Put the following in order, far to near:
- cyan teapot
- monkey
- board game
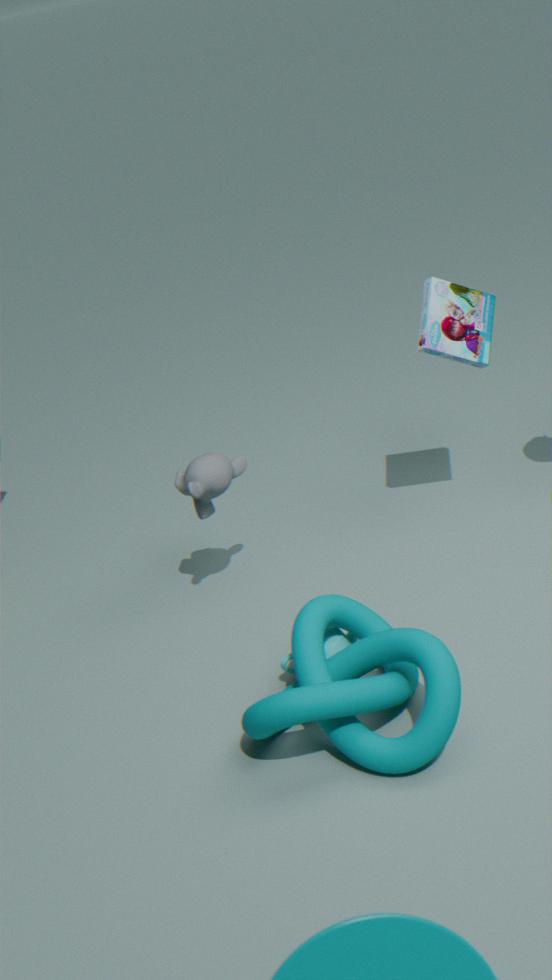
board game → monkey → cyan teapot
